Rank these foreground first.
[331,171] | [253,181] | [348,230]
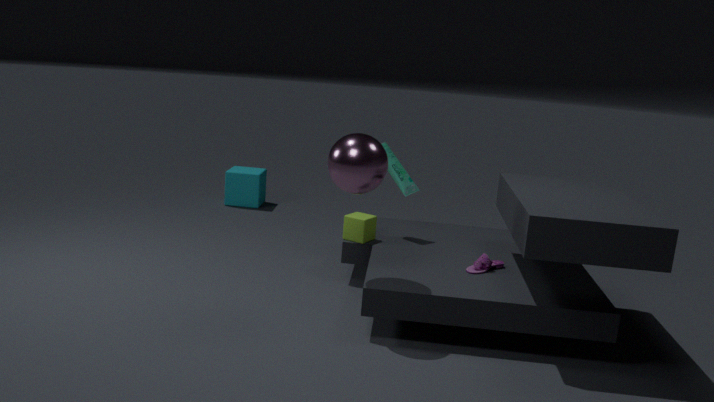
1. [331,171]
2. [348,230]
3. [253,181]
